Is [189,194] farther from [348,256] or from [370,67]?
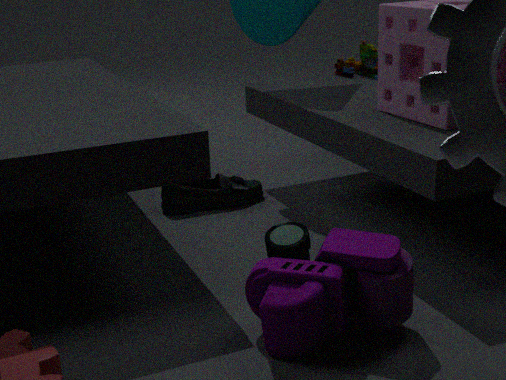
[348,256]
